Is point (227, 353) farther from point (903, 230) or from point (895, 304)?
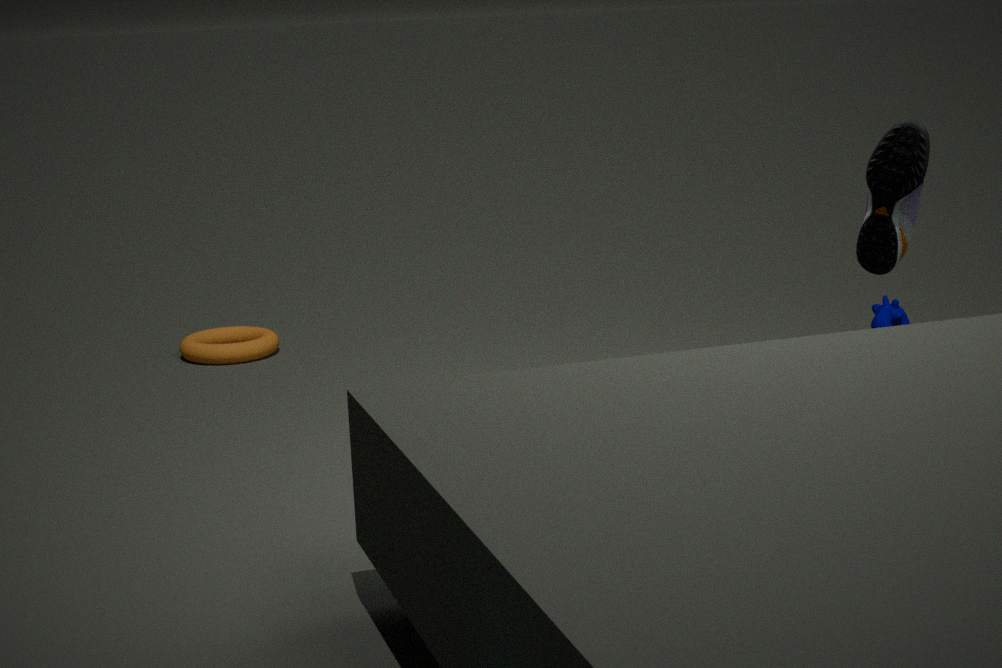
point (903, 230)
